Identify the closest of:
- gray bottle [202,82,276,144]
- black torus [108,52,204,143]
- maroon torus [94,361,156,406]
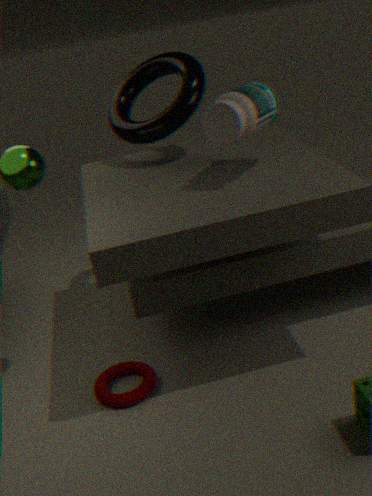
gray bottle [202,82,276,144]
